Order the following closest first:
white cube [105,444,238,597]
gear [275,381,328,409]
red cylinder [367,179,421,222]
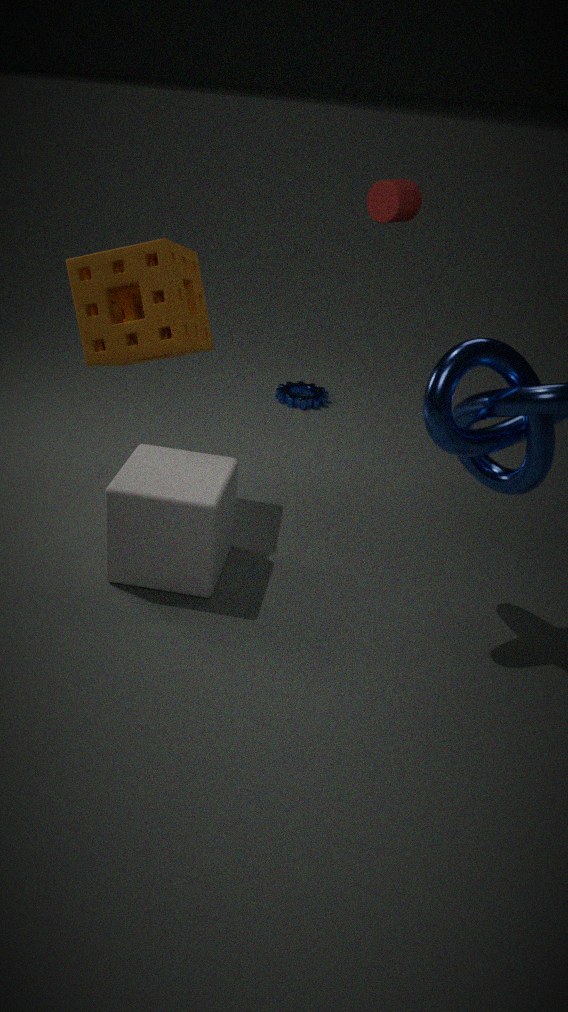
white cube [105,444,238,597] < red cylinder [367,179,421,222] < gear [275,381,328,409]
